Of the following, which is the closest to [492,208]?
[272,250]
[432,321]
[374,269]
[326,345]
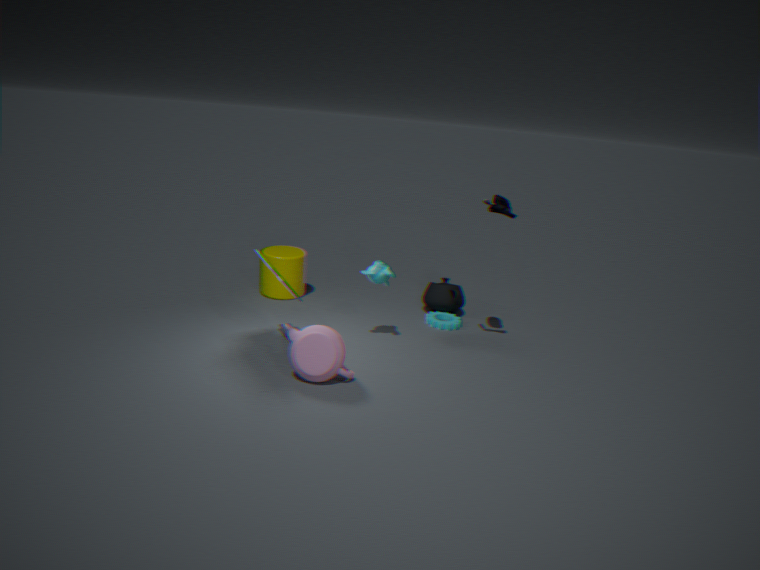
[374,269]
